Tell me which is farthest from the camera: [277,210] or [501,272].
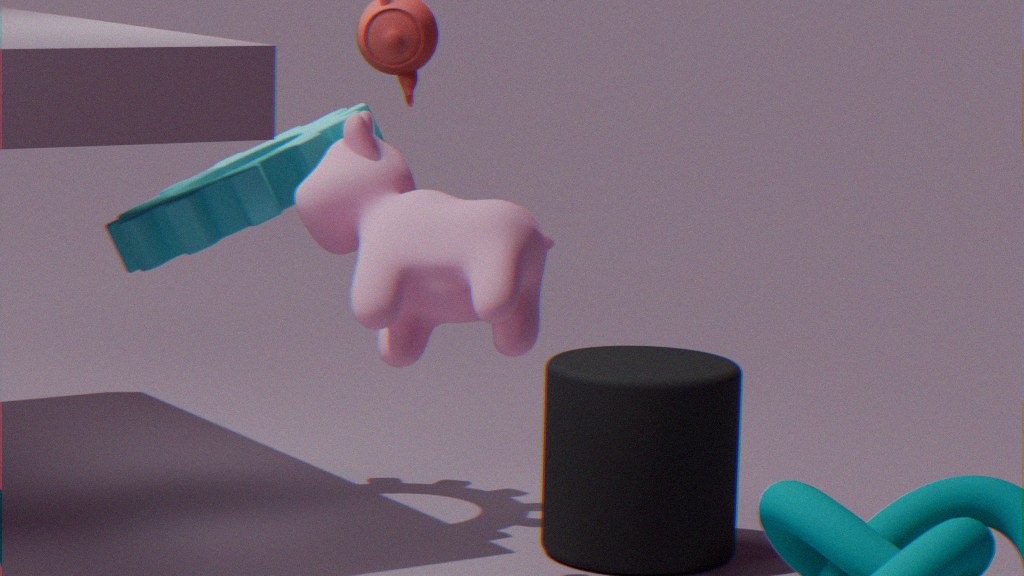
[277,210]
